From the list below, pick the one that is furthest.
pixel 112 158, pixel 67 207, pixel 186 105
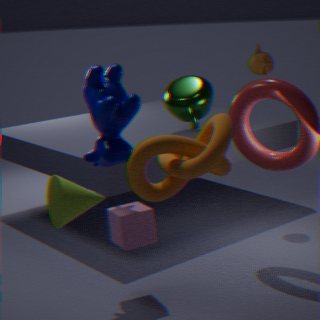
pixel 186 105
